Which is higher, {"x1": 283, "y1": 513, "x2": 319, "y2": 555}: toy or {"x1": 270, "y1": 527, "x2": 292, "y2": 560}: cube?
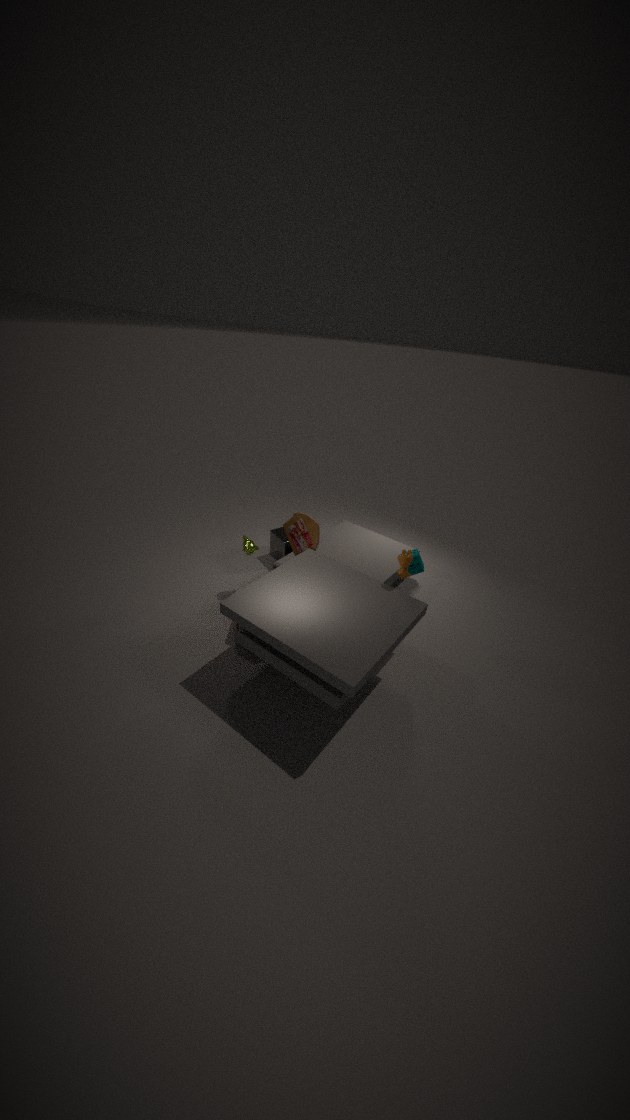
{"x1": 283, "y1": 513, "x2": 319, "y2": 555}: toy
